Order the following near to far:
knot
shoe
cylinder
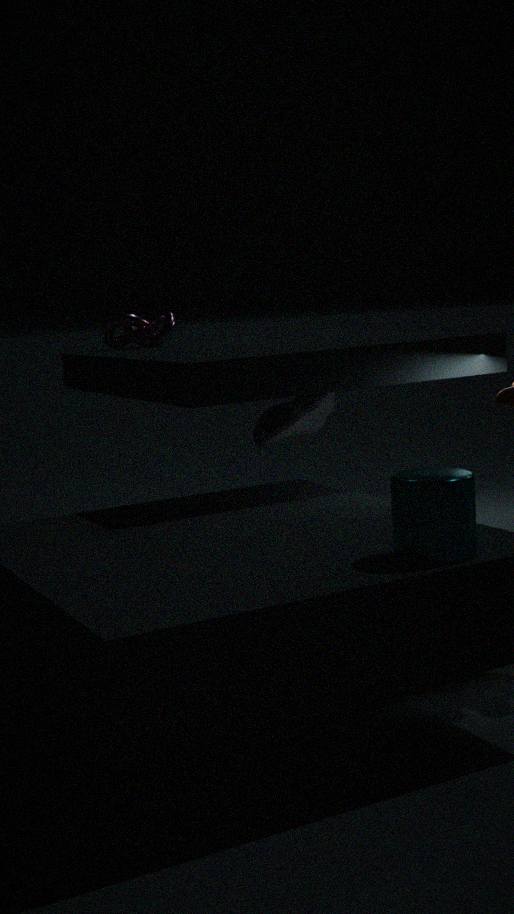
cylinder
shoe
knot
